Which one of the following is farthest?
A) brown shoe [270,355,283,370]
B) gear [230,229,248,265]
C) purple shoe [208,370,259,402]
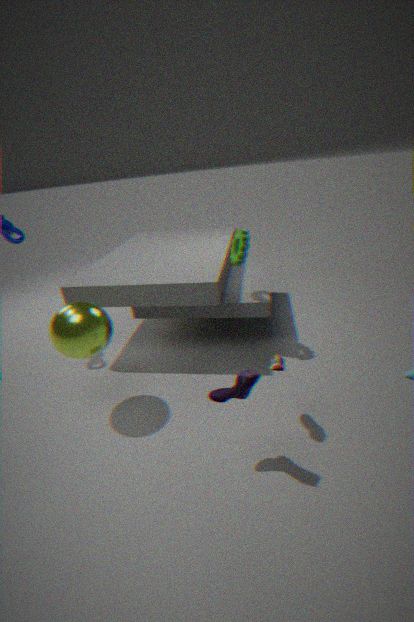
gear [230,229,248,265]
